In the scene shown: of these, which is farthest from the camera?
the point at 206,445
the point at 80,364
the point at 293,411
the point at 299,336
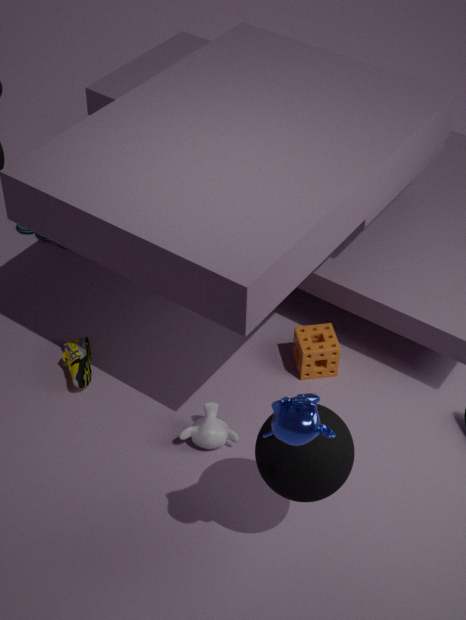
the point at 299,336
